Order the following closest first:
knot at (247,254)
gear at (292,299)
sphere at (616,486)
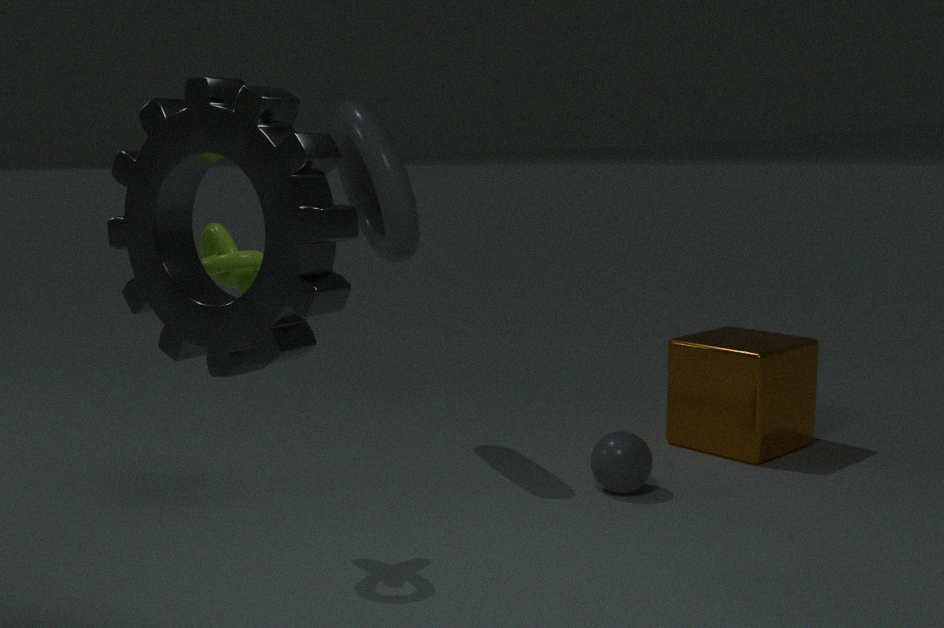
gear at (292,299), knot at (247,254), sphere at (616,486)
